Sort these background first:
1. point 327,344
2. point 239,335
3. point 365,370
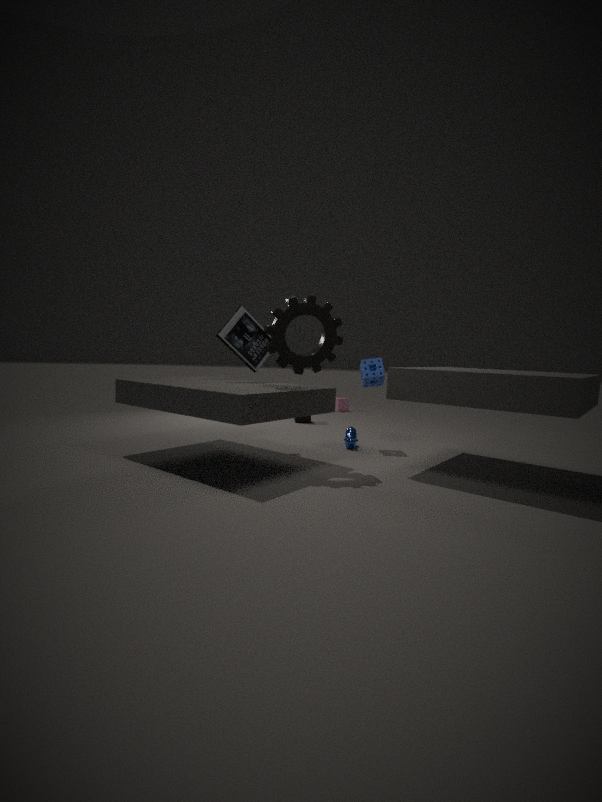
point 365,370 → point 239,335 → point 327,344
